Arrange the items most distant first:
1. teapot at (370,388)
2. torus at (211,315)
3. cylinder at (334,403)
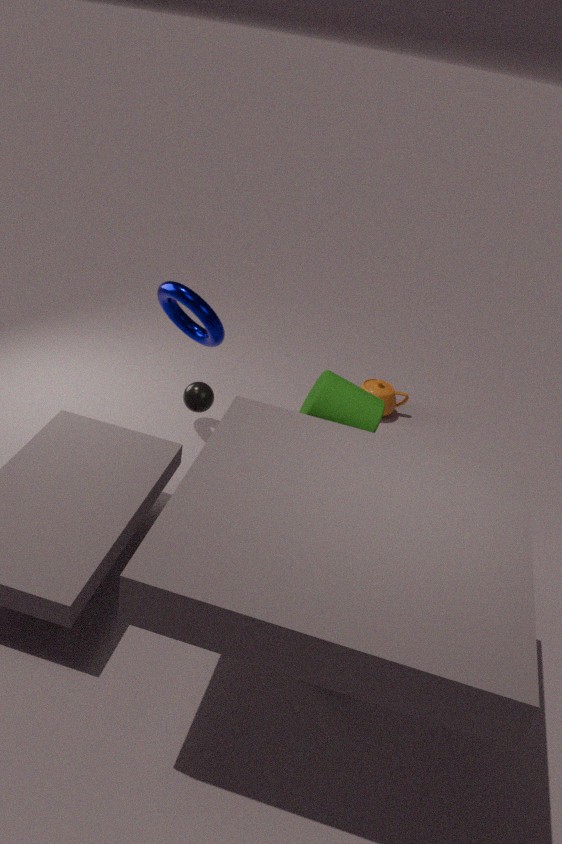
teapot at (370,388) → torus at (211,315) → cylinder at (334,403)
